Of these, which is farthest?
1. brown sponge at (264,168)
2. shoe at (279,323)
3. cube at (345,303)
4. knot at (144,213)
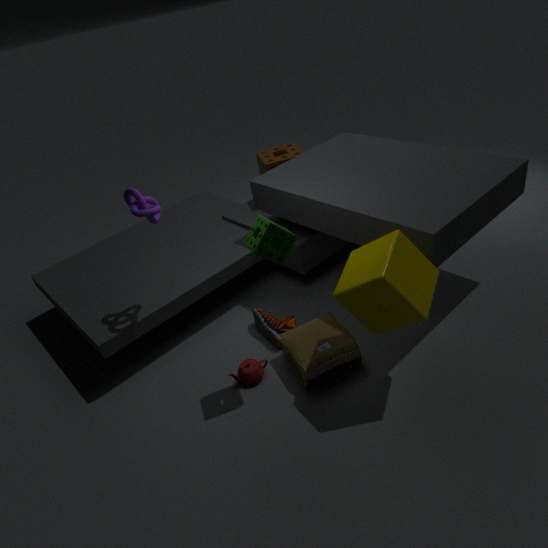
brown sponge at (264,168)
